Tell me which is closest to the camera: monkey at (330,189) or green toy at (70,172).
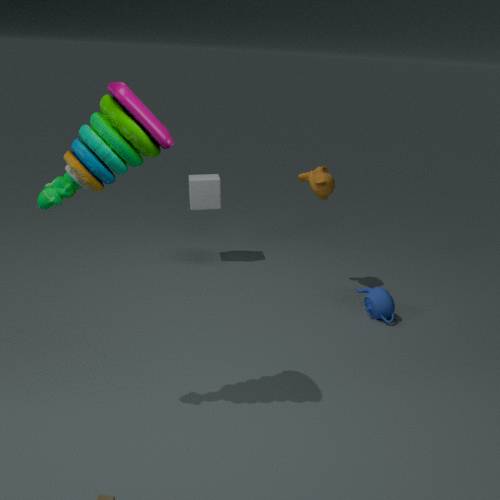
green toy at (70,172)
